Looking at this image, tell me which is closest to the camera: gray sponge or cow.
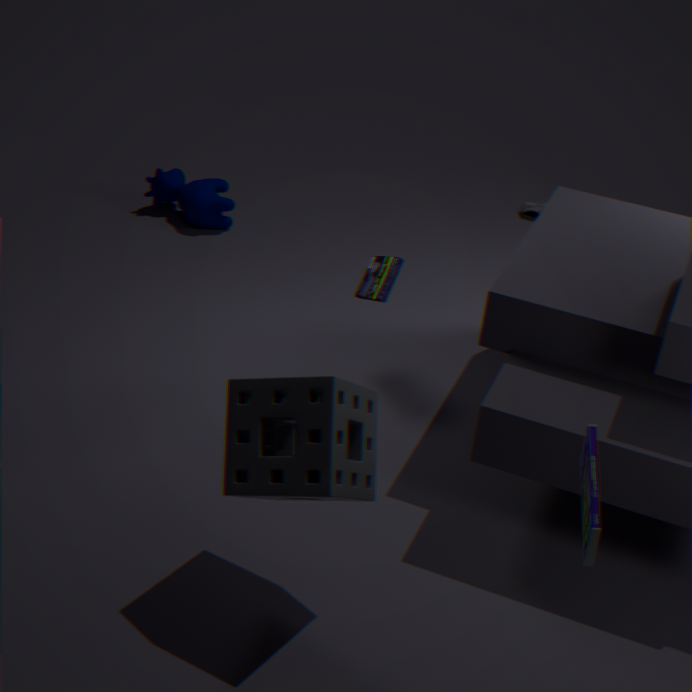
gray sponge
